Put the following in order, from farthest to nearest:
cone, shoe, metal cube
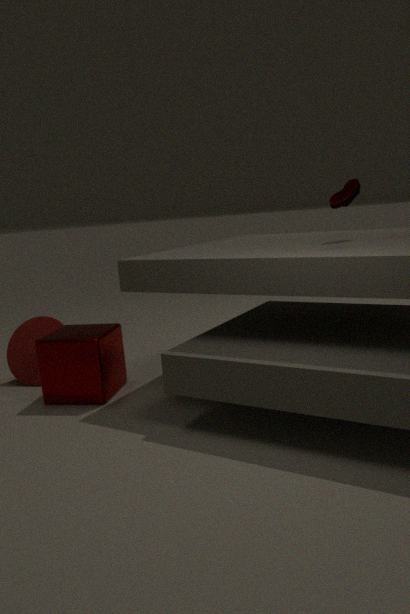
1. cone
2. metal cube
3. shoe
